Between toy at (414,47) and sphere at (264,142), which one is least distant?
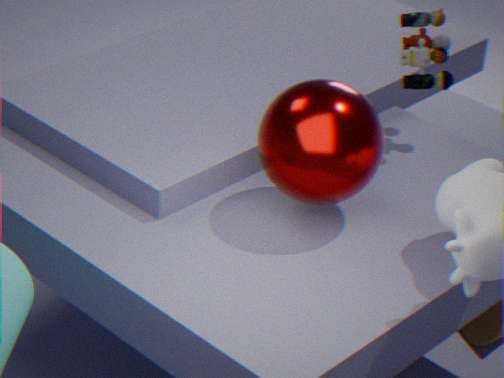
sphere at (264,142)
